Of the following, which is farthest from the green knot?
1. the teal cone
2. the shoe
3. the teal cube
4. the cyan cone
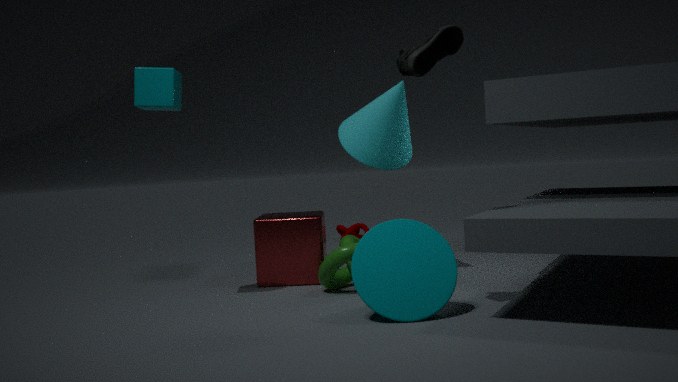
the teal cube
